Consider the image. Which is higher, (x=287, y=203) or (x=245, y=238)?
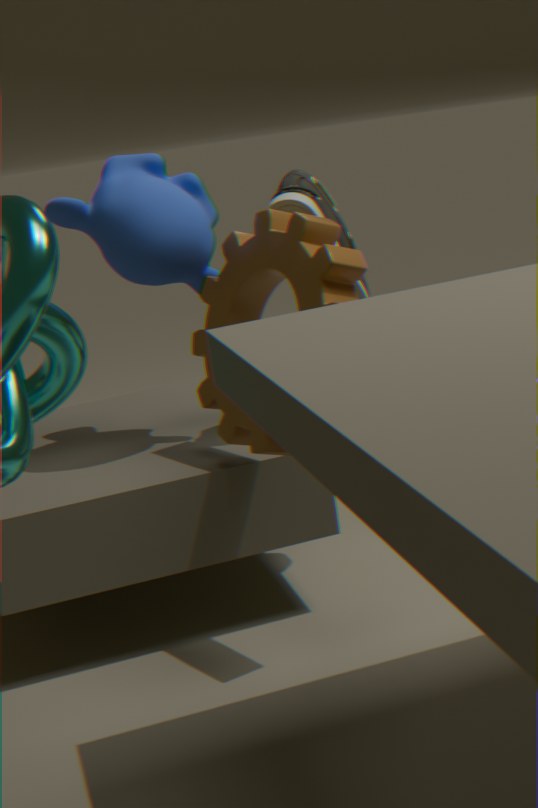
(x=287, y=203)
